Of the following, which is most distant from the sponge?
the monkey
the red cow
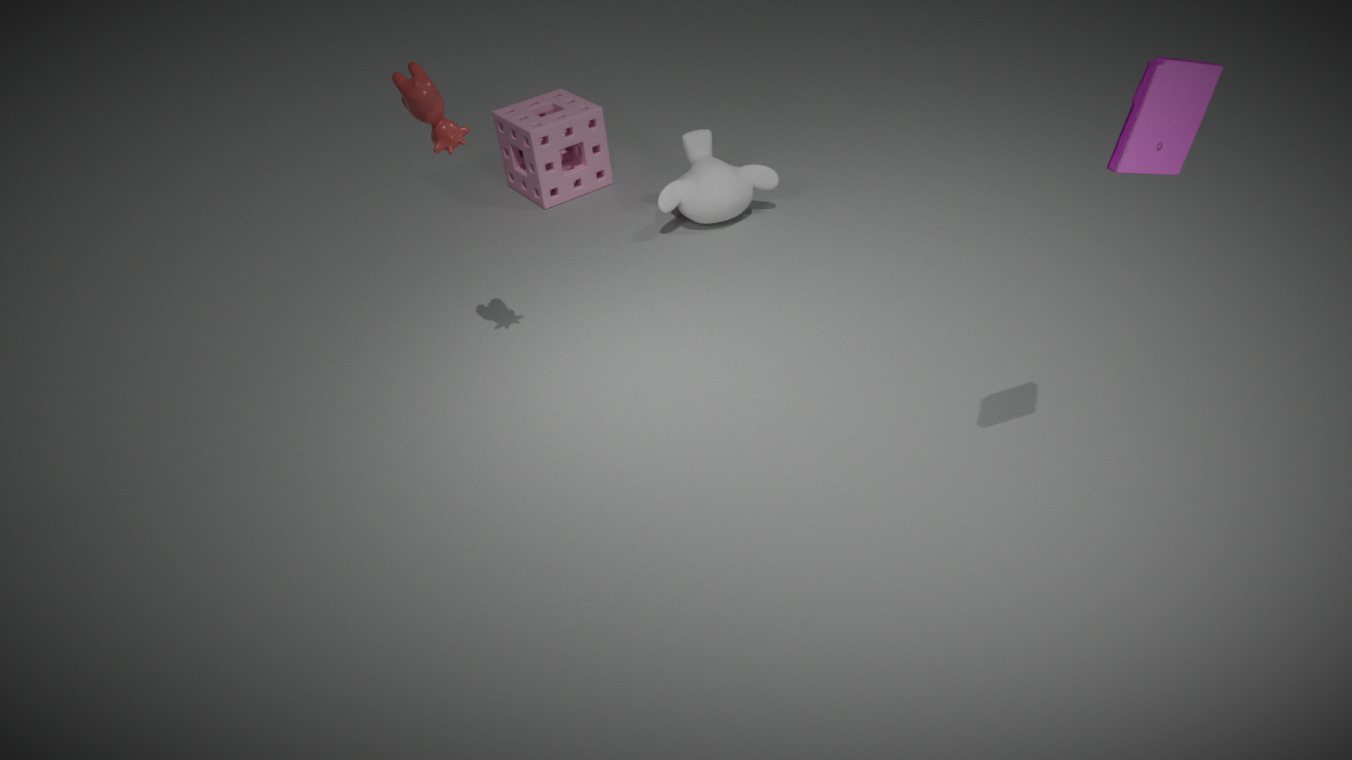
the red cow
